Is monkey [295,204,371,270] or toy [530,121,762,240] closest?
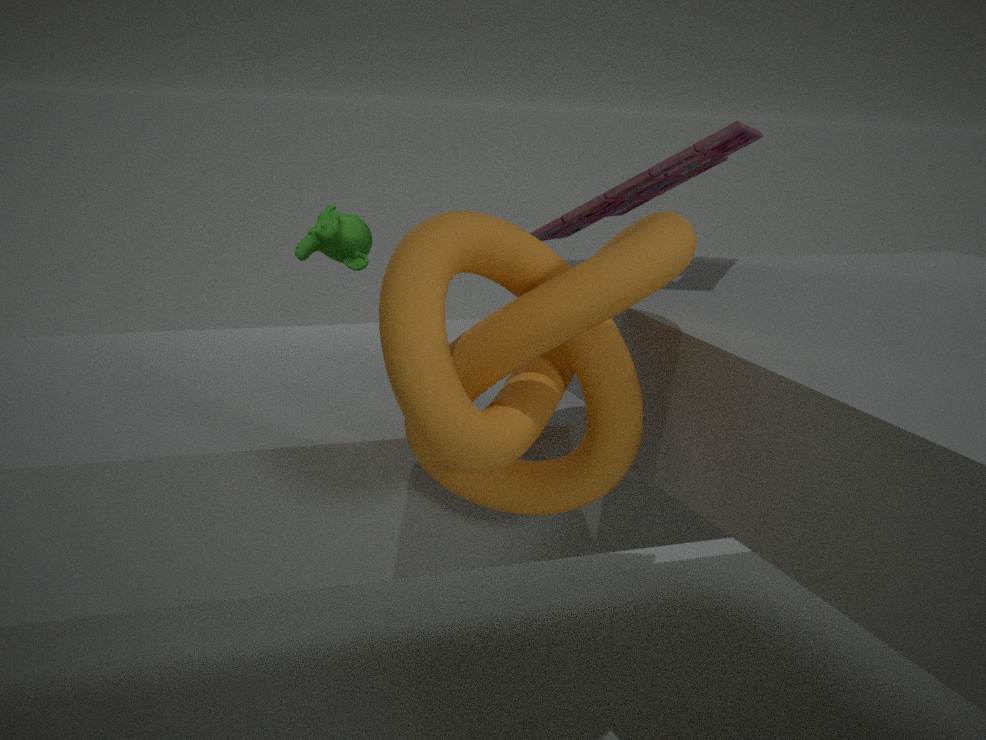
toy [530,121,762,240]
